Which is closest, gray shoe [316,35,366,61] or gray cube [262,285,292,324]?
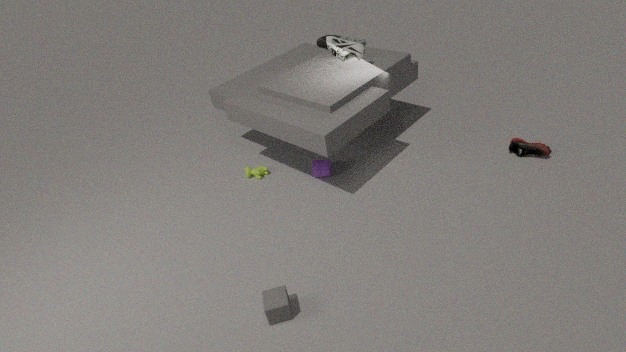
gray cube [262,285,292,324]
